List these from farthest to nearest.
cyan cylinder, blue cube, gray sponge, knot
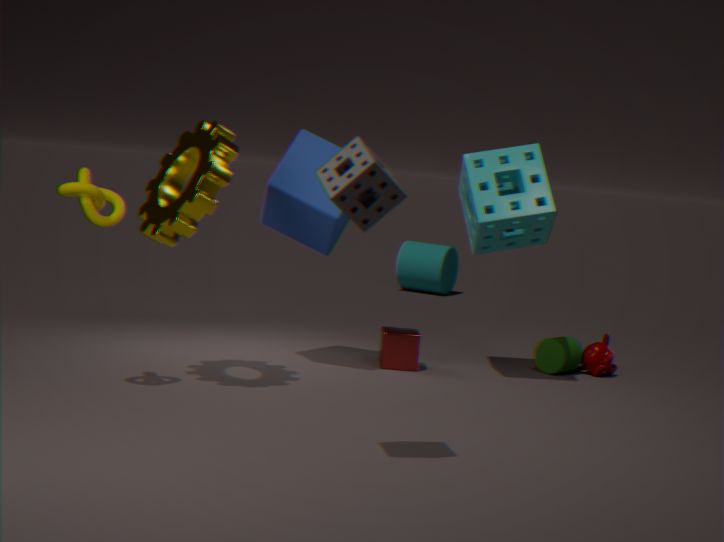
cyan cylinder < blue cube < knot < gray sponge
